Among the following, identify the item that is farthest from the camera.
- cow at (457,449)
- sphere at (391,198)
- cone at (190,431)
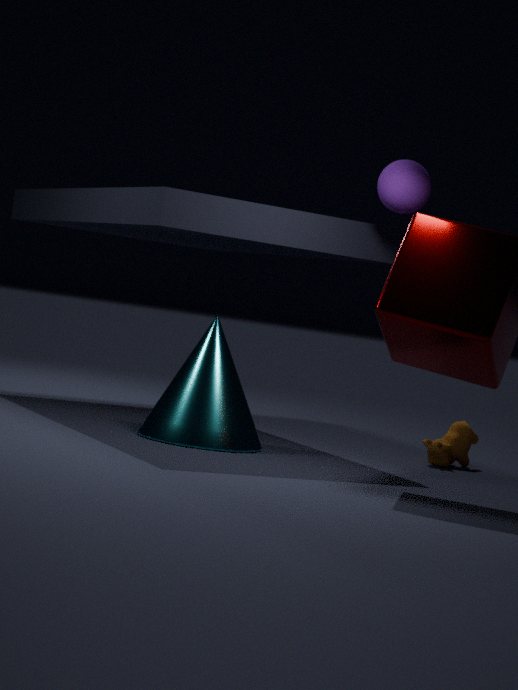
cow at (457,449)
